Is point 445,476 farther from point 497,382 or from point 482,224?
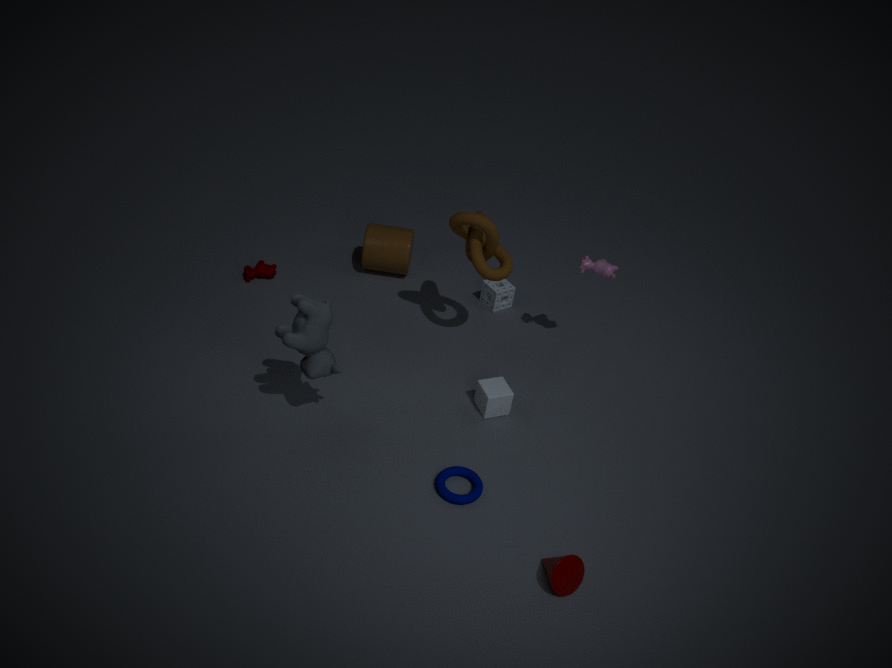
point 482,224
